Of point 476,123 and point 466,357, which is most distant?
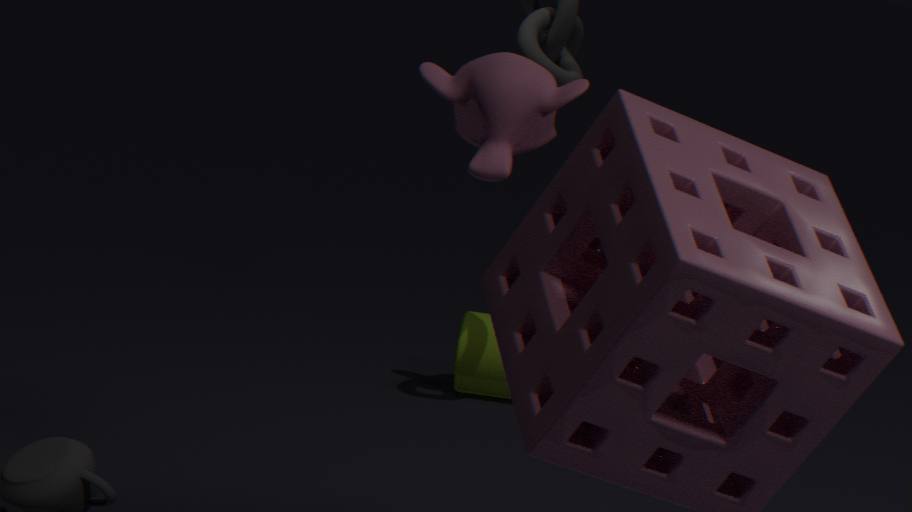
point 466,357
